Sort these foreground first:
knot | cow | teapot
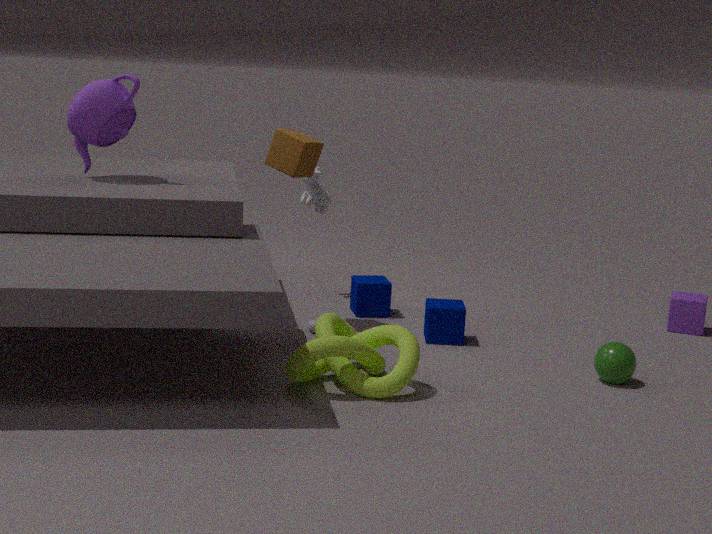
knot < teapot < cow
